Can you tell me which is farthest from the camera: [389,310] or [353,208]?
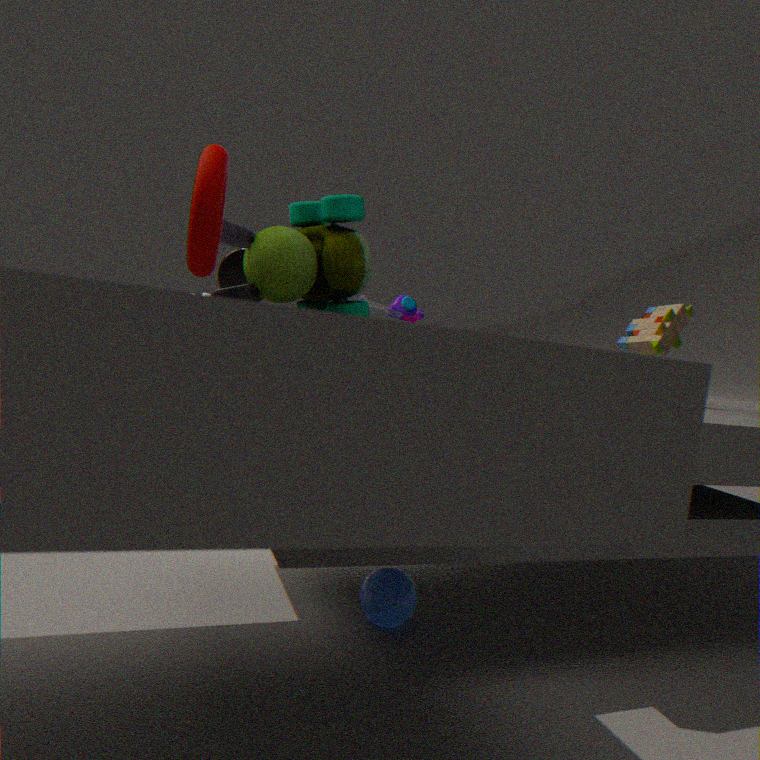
[389,310]
